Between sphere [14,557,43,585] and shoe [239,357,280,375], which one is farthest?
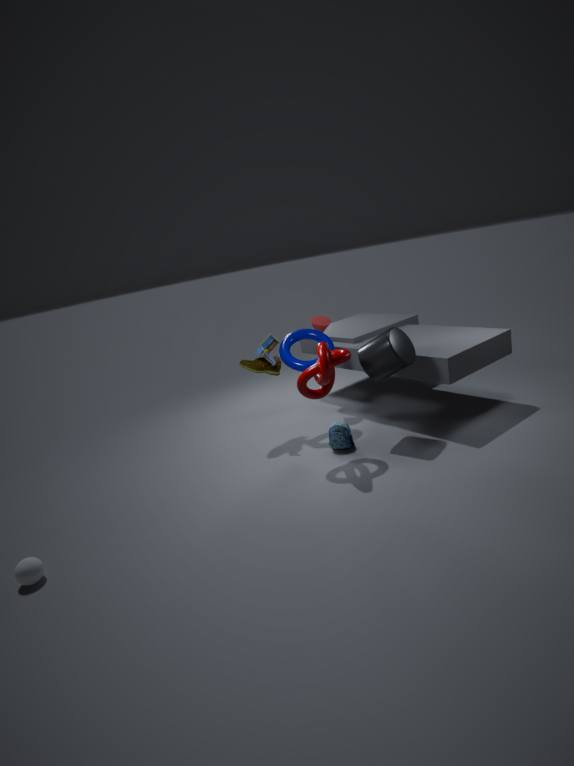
shoe [239,357,280,375]
